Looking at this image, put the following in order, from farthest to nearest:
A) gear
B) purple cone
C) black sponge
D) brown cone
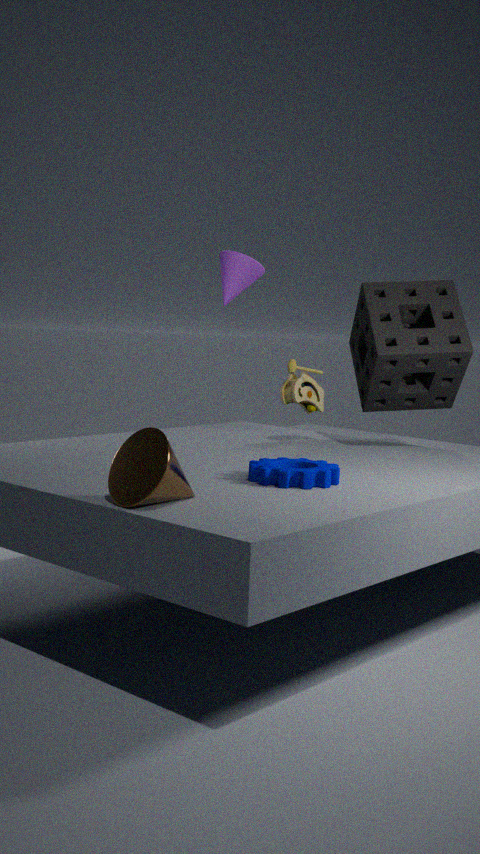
purple cone < black sponge < gear < brown cone
